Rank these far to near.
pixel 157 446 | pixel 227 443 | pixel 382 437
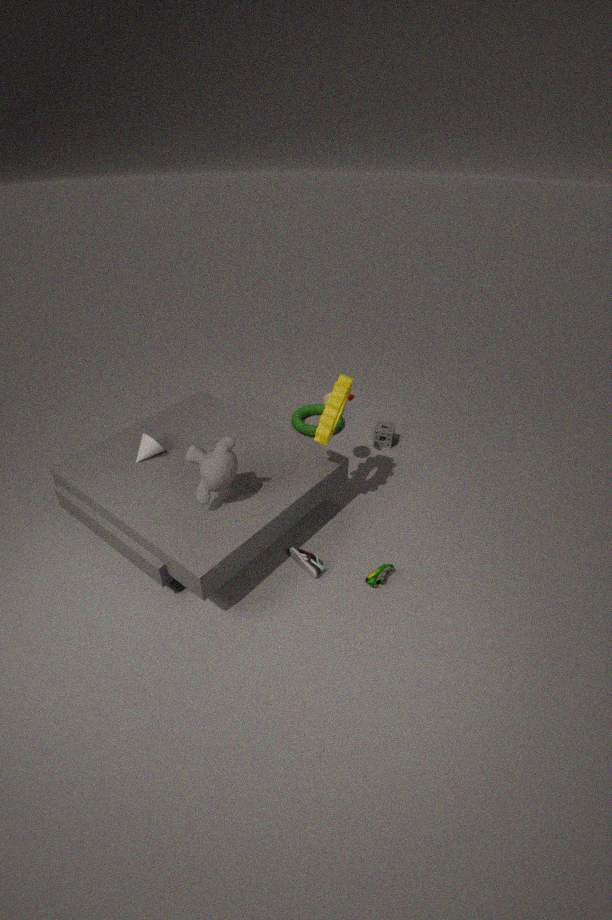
1. pixel 382 437
2. pixel 157 446
3. pixel 227 443
